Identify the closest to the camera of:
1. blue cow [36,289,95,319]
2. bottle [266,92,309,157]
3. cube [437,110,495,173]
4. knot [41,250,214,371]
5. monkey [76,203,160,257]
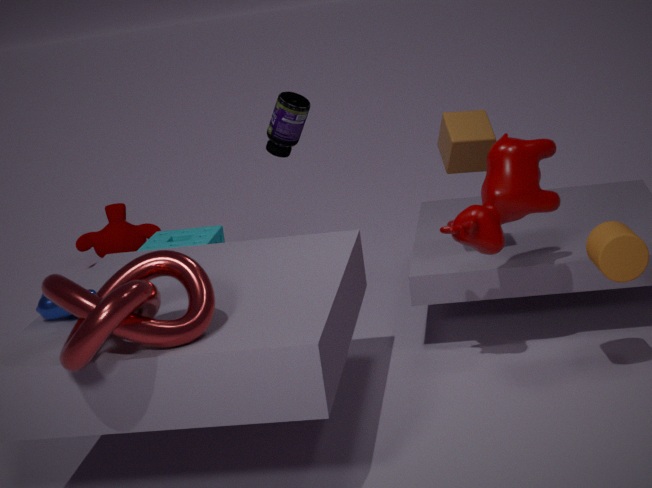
knot [41,250,214,371]
